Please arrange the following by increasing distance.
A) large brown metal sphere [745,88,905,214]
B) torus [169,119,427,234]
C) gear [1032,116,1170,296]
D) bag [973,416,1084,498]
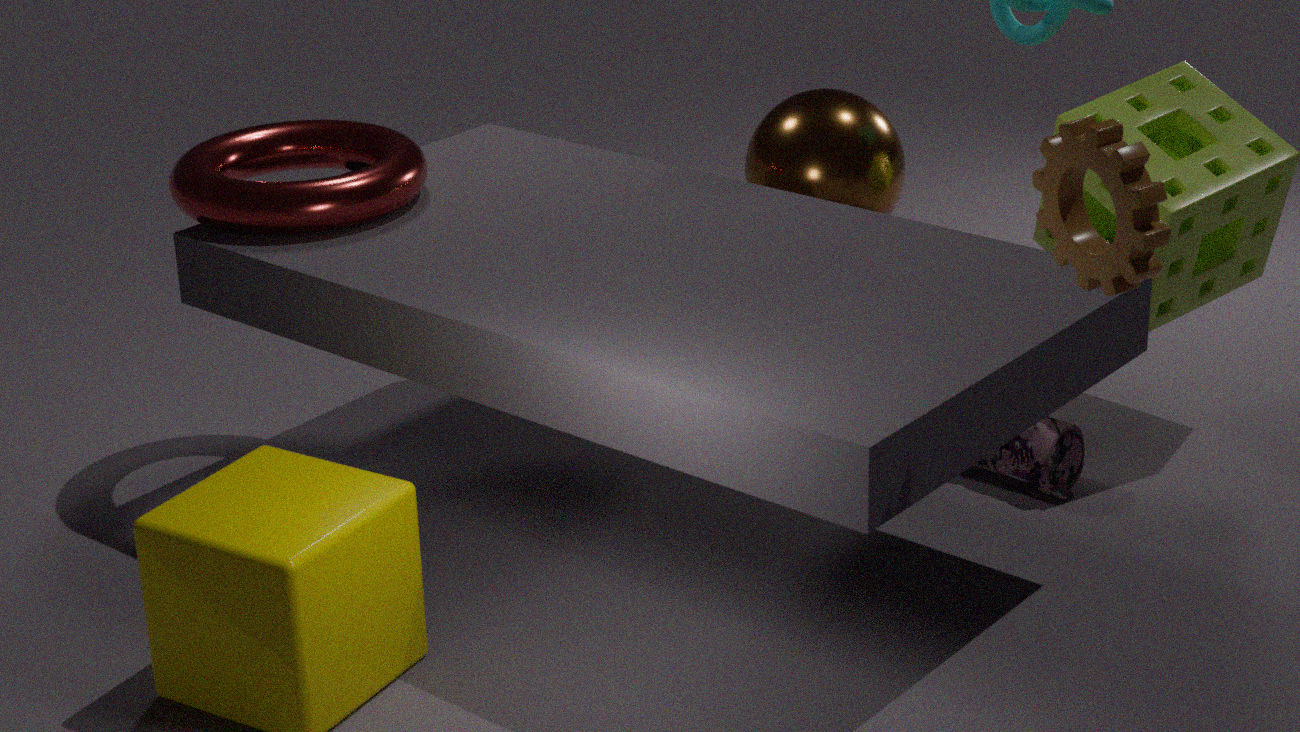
1. gear [1032,116,1170,296]
2. torus [169,119,427,234]
3. bag [973,416,1084,498]
4. large brown metal sphere [745,88,905,214]
